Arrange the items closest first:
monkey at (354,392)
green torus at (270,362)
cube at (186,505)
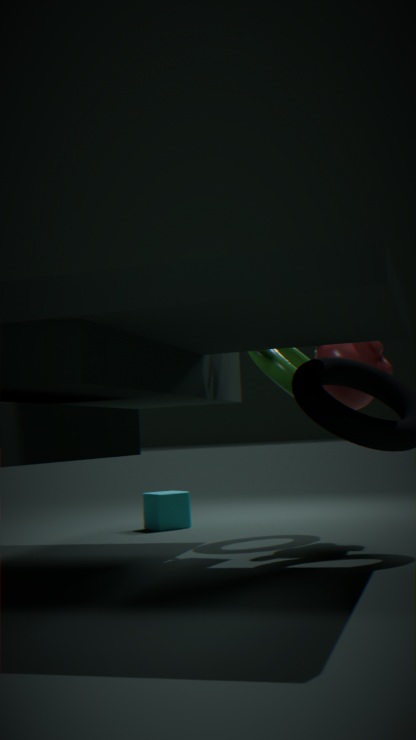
1. monkey at (354,392)
2. green torus at (270,362)
3. cube at (186,505)
